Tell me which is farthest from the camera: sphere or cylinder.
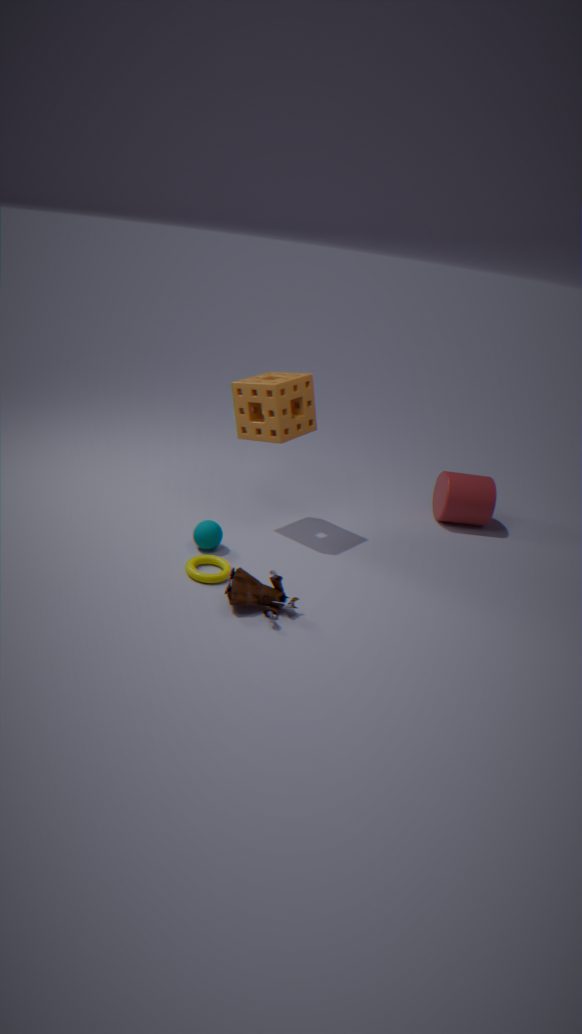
cylinder
